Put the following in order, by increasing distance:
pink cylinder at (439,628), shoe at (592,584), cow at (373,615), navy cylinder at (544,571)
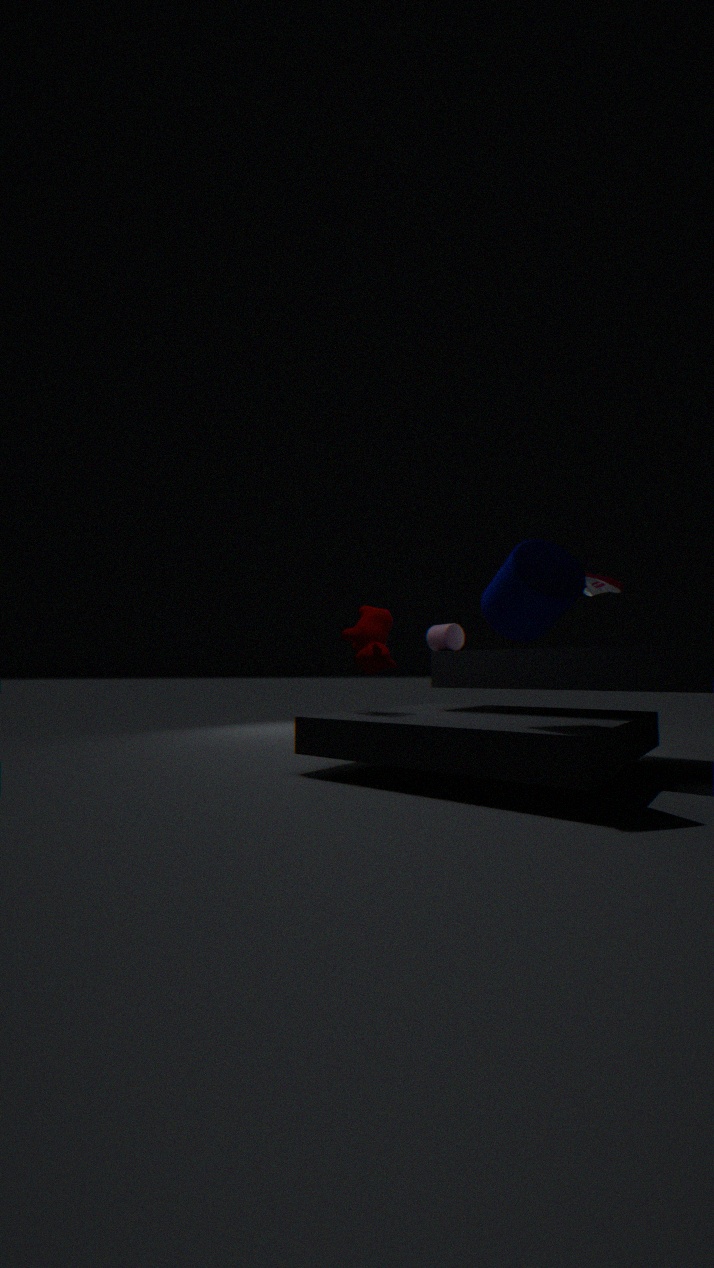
navy cylinder at (544,571)
cow at (373,615)
pink cylinder at (439,628)
shoe at (592,584)
